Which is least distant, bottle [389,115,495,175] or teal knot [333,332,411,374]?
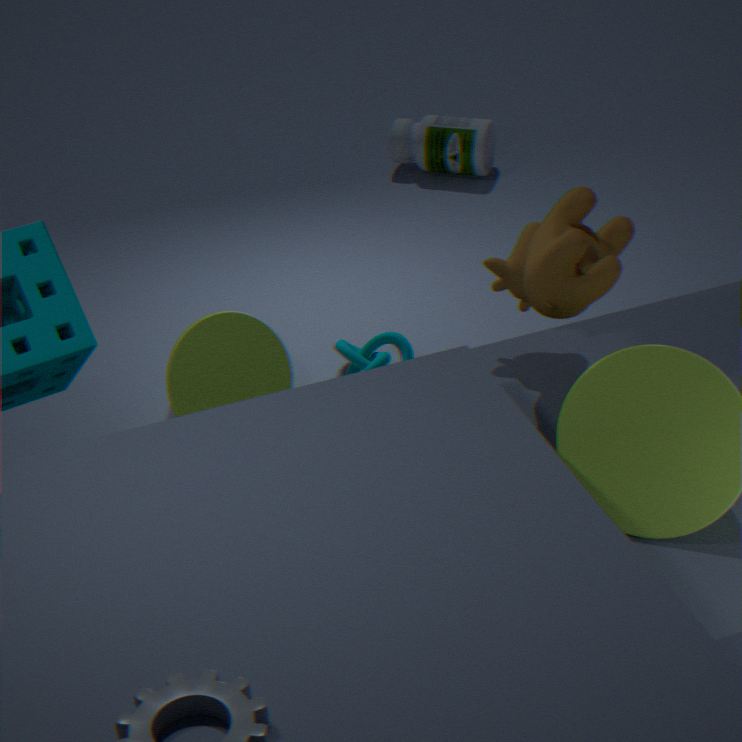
teal knot [333,332,411,374]
